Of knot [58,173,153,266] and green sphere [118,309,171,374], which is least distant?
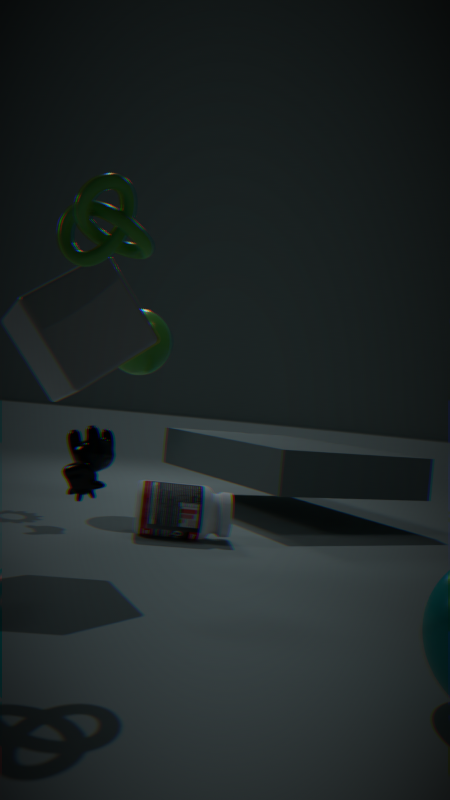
knot [58,173,153,266]
